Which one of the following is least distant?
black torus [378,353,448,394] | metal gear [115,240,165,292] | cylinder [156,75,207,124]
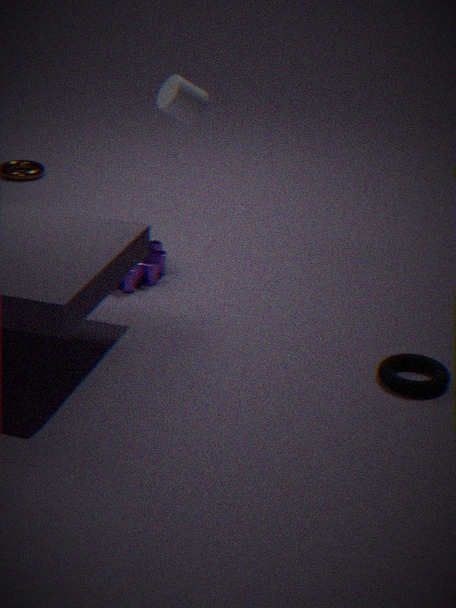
black torus [378,353,448,394]
